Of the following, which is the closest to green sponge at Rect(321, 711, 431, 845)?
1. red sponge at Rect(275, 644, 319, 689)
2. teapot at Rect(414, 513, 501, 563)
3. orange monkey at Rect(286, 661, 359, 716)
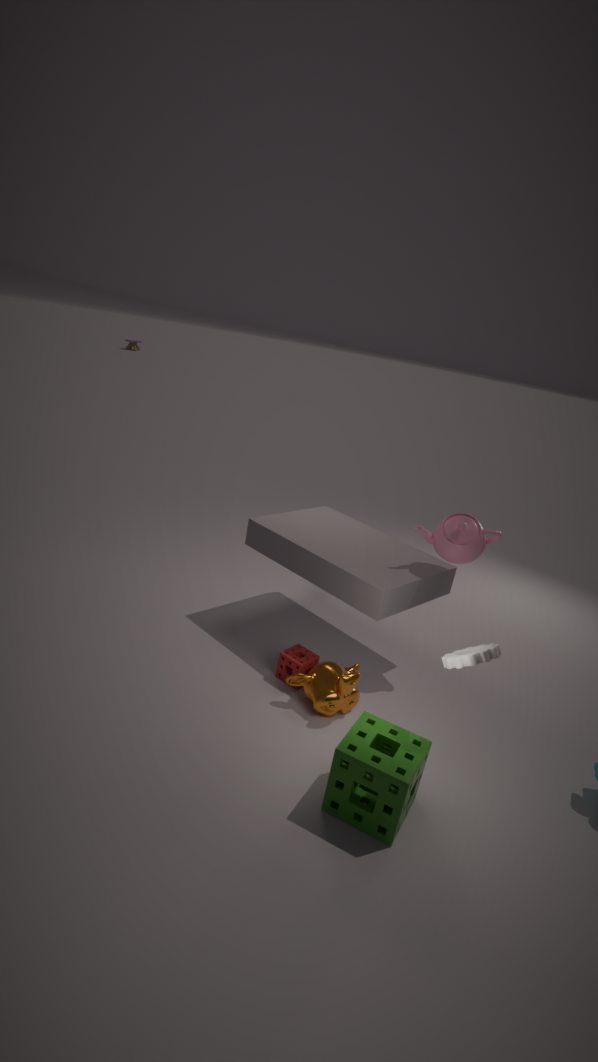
orange monkey at Rect(286, 661, 359, 716)
